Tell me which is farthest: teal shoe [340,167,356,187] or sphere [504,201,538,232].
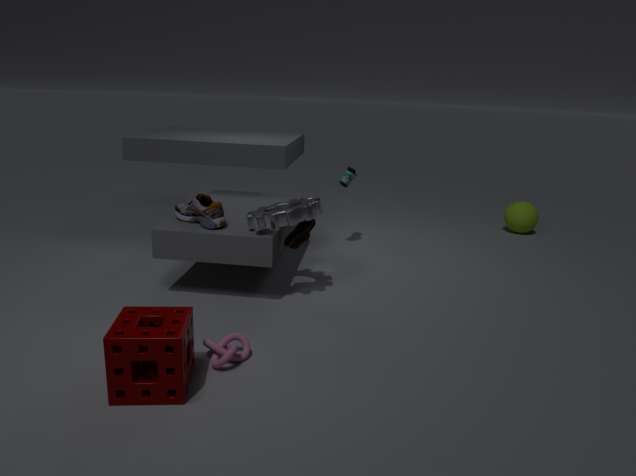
sphere [504,201,538,232]
